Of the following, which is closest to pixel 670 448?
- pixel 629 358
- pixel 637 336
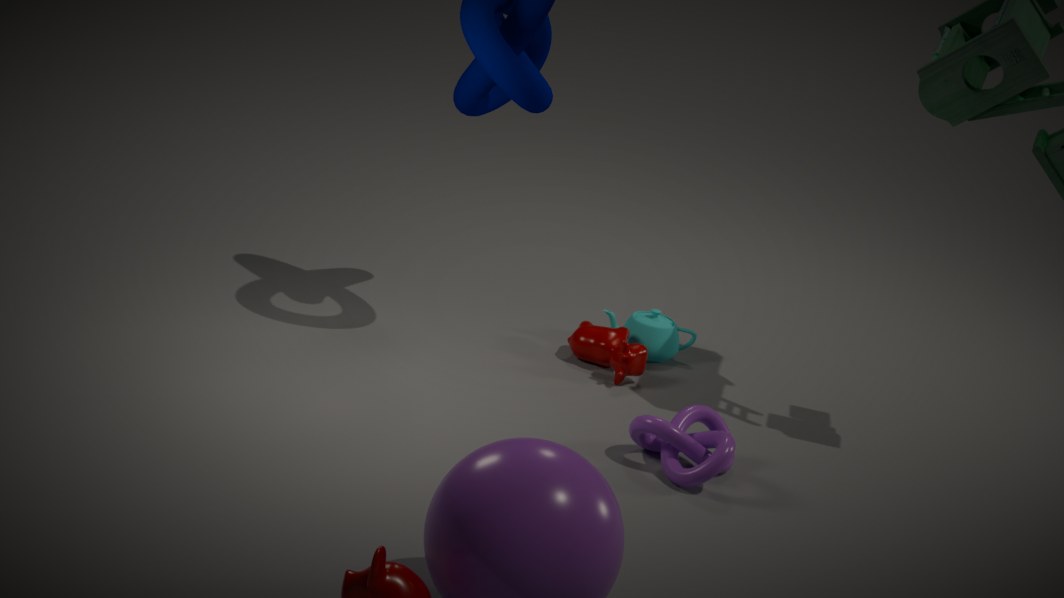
pixel 629 358
